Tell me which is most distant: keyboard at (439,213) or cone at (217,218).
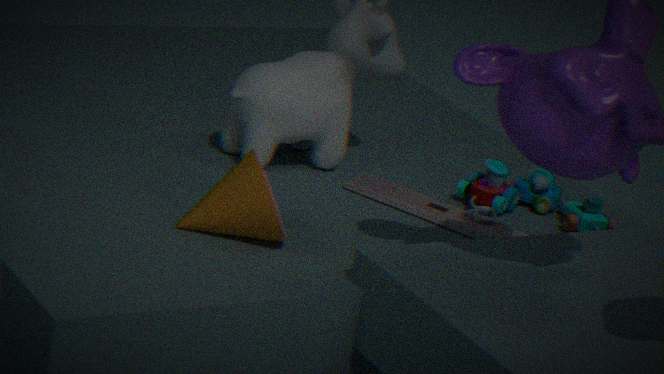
keyboard at (439,213)
